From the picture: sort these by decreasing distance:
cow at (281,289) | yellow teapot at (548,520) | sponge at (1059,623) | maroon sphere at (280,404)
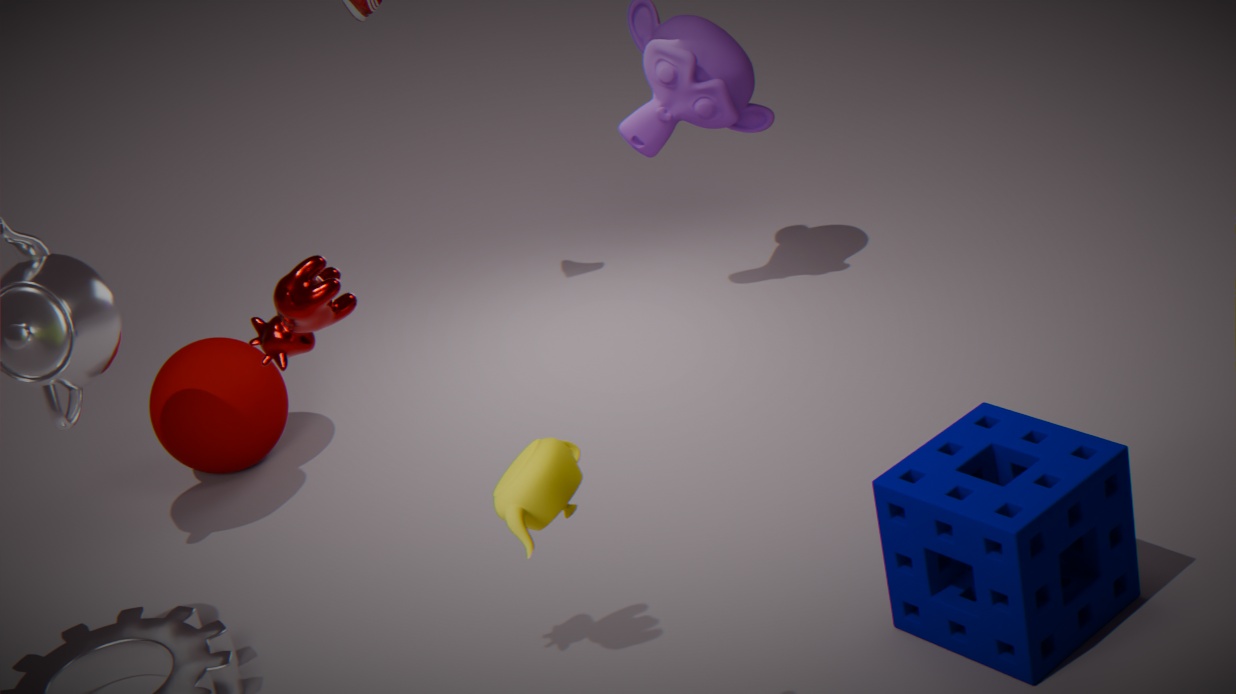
1. maroon sphere at (280,404)
2. sponge at (1059,623)
3. cow at (281,289)
4. yellow teapot at (548,520)
